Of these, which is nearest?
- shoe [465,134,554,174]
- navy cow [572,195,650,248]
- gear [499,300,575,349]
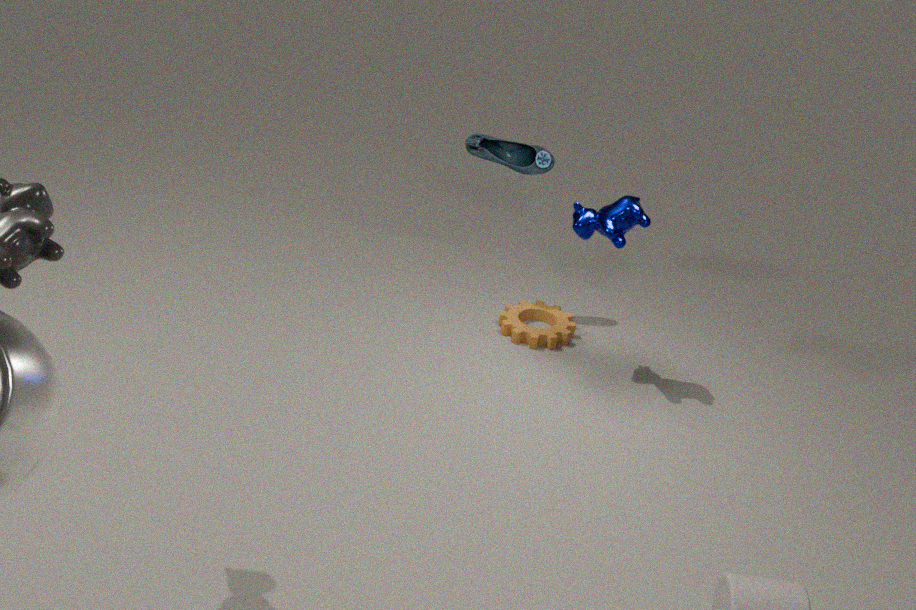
navy cow [572,195,650,248]
